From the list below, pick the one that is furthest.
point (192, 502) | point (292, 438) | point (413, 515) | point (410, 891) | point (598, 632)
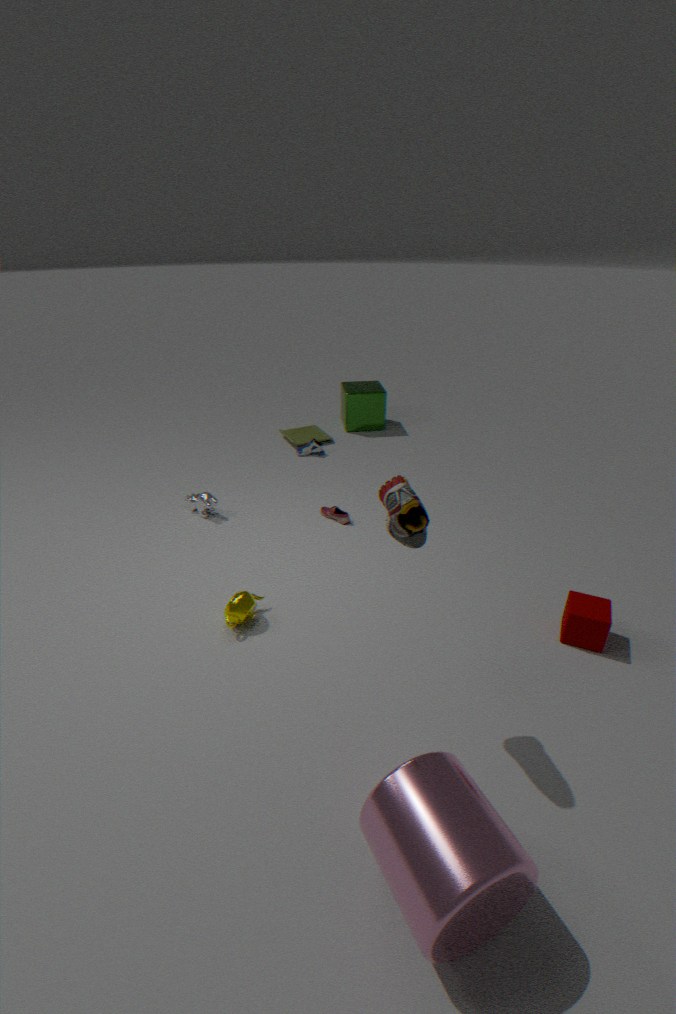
point (292, 438)
